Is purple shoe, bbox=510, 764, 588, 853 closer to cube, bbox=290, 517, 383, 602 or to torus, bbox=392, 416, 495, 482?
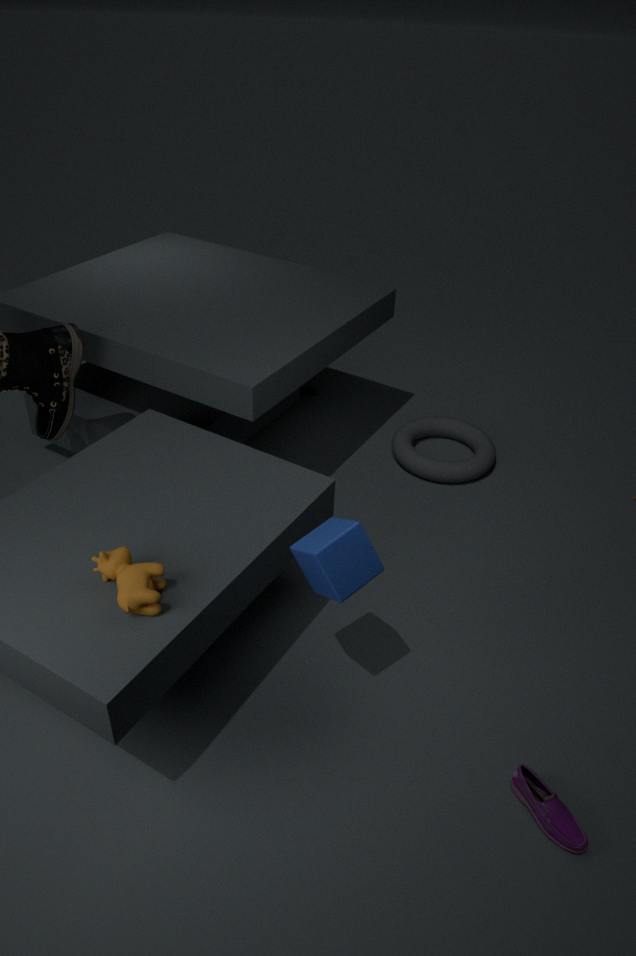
cube, bbox=290, 517, 383, 602
